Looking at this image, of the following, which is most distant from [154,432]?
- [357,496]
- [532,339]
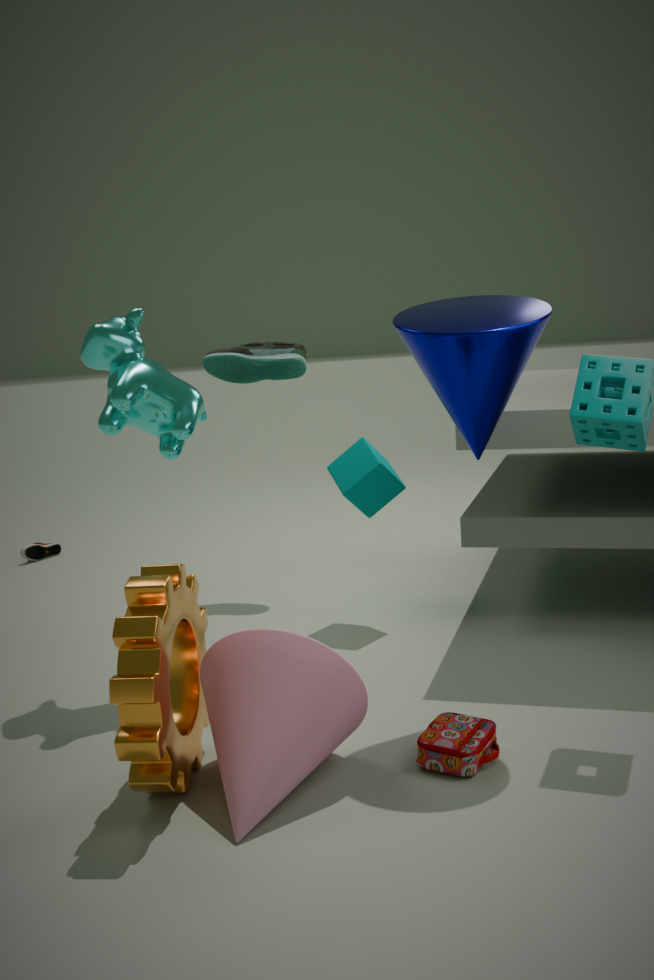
[532,339]
